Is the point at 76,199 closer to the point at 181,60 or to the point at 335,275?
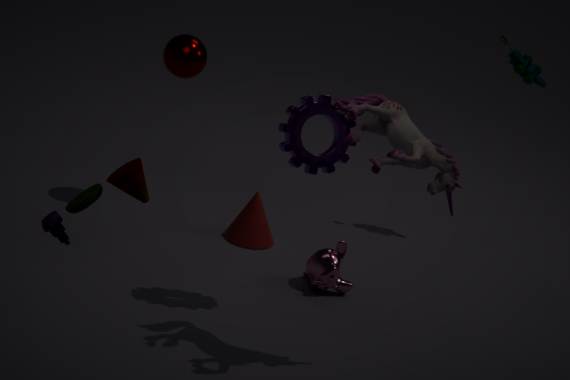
the point at 335,275
